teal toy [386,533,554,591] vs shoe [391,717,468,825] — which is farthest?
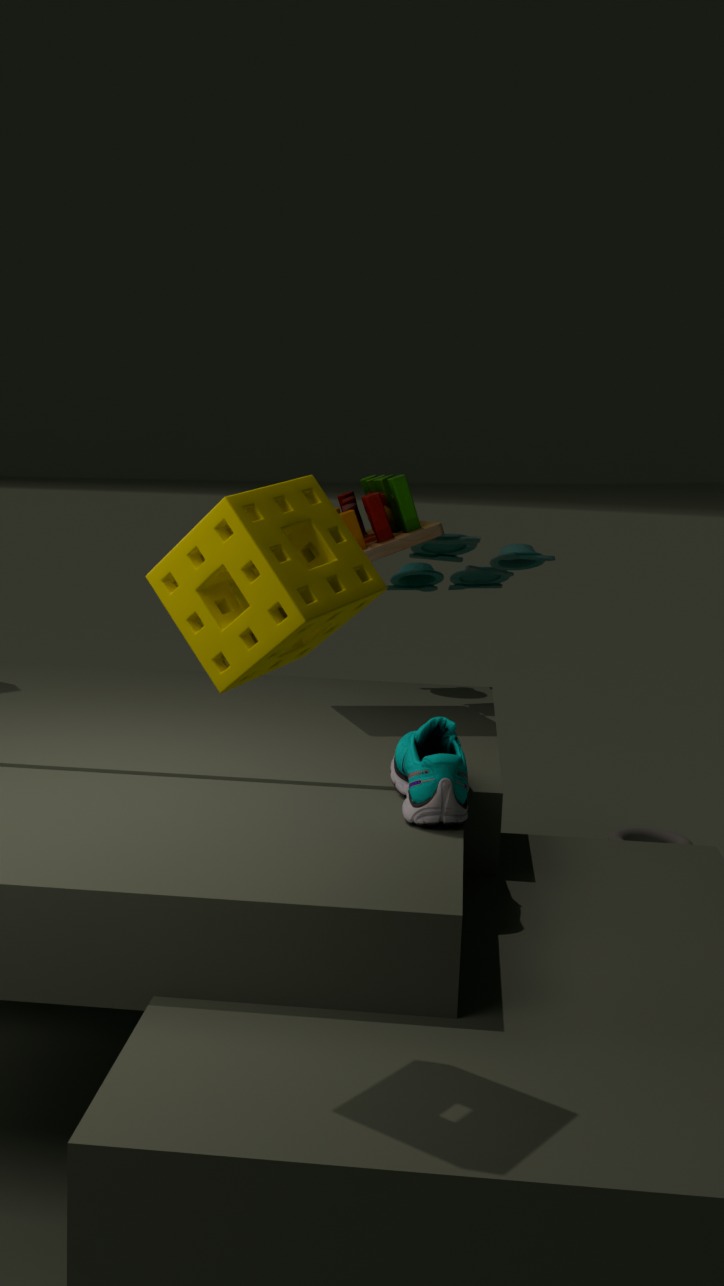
teal toy [386,533,554,591]
